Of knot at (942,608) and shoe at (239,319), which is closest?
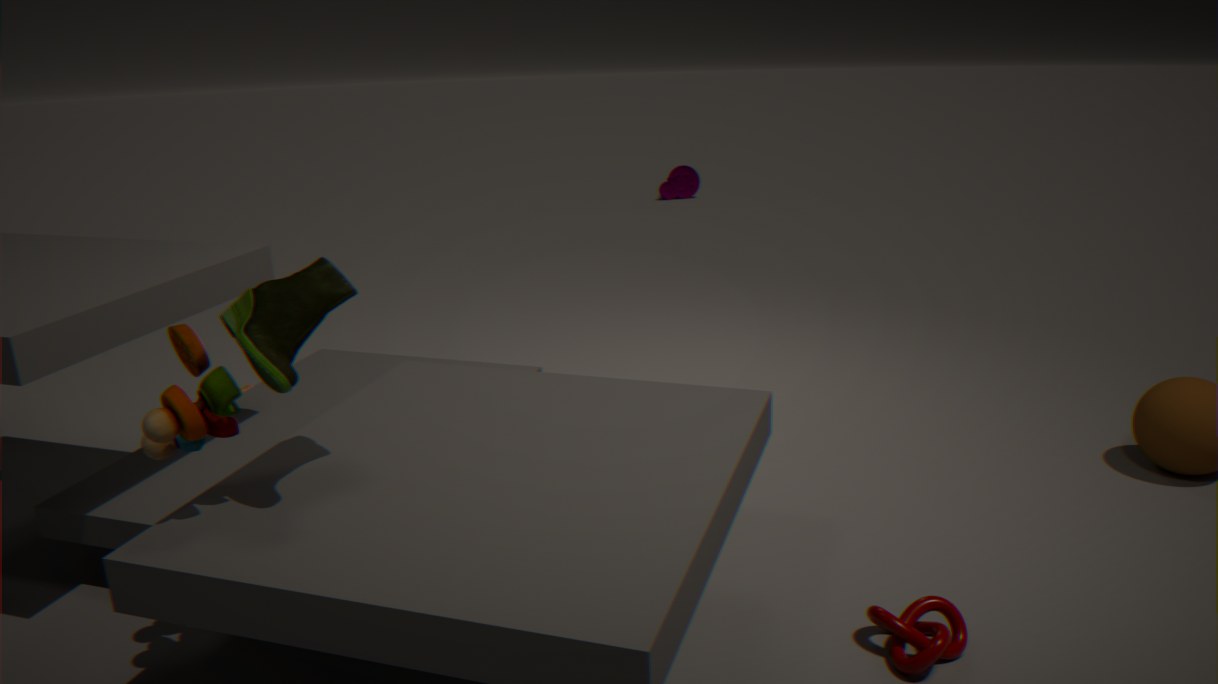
shoe at (239,319)
